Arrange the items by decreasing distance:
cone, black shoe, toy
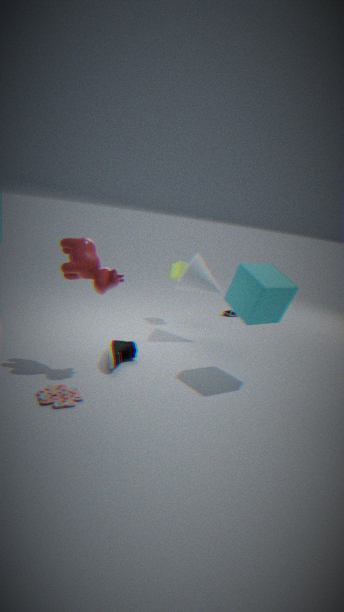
cone
black shoe
toy
